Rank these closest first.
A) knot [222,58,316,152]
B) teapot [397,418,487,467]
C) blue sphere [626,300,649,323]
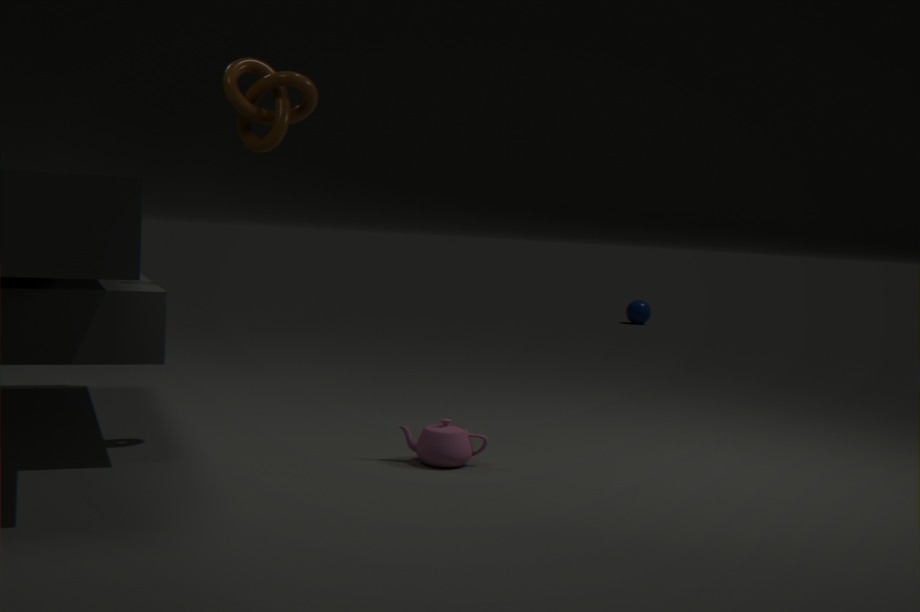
knot [222,58,316,152] → teapot [397,418,487,467] → blue sphere [626,300,649,323]
